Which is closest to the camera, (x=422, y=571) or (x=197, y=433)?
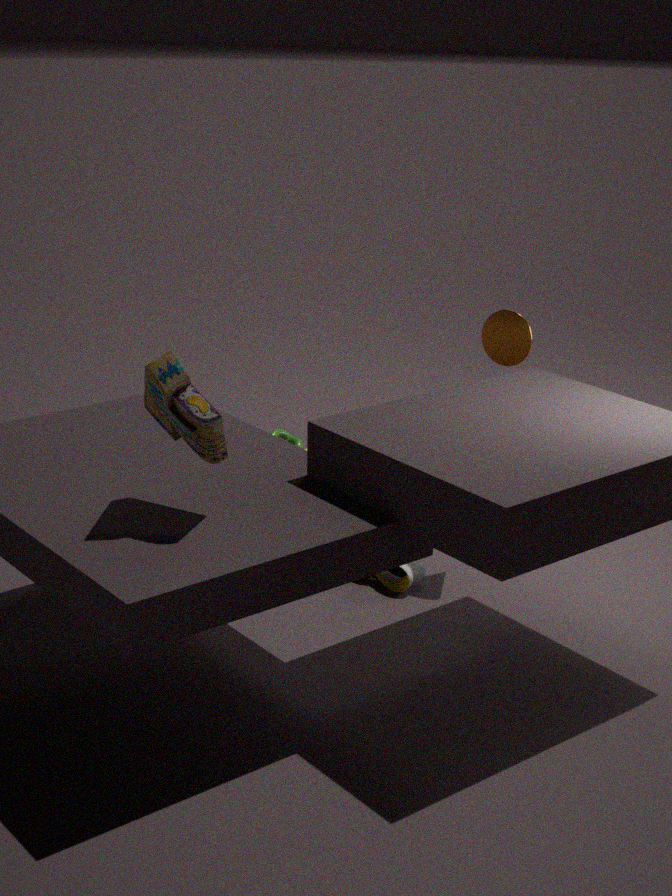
(x=197, y=433)
